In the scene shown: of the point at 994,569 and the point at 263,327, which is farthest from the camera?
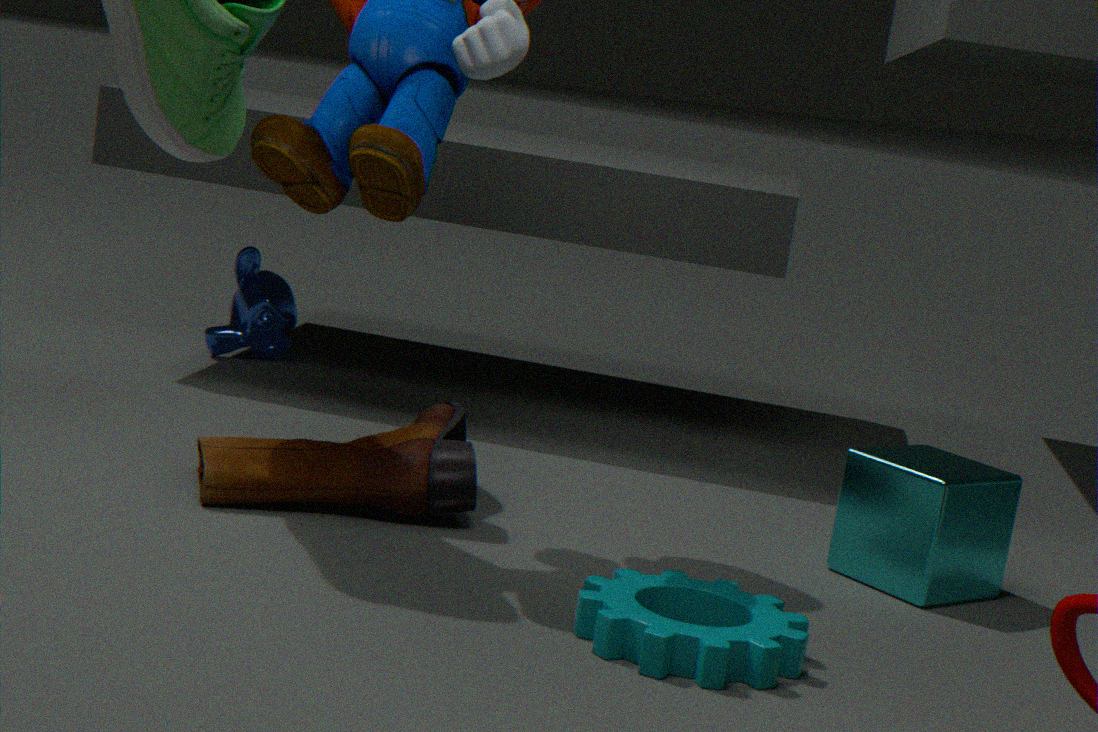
the point at 263,327
